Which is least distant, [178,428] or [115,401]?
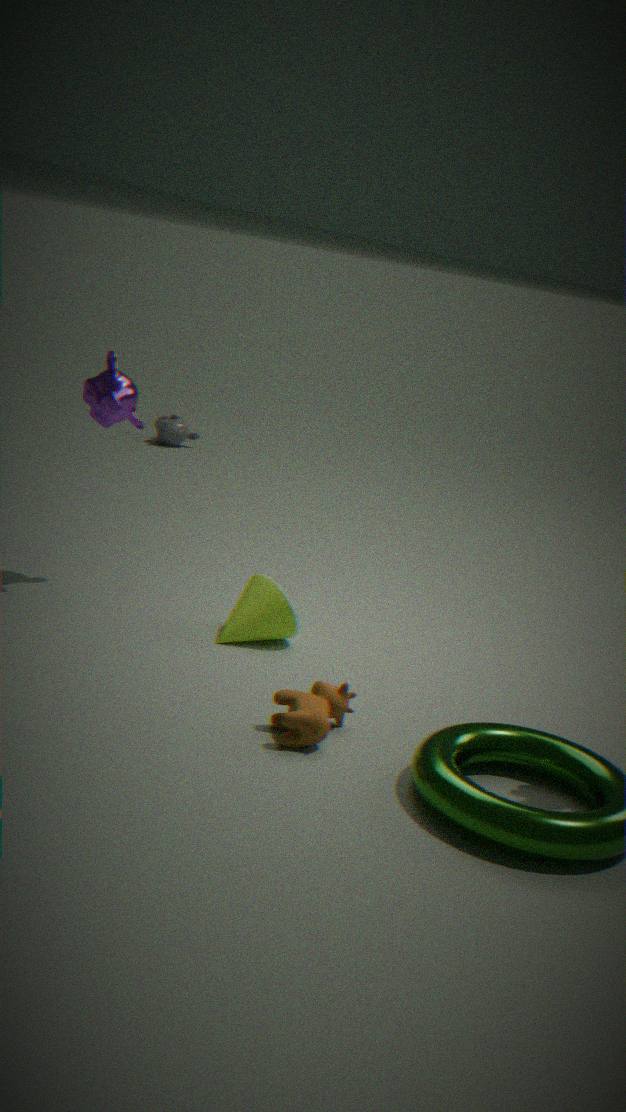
[115,401]
